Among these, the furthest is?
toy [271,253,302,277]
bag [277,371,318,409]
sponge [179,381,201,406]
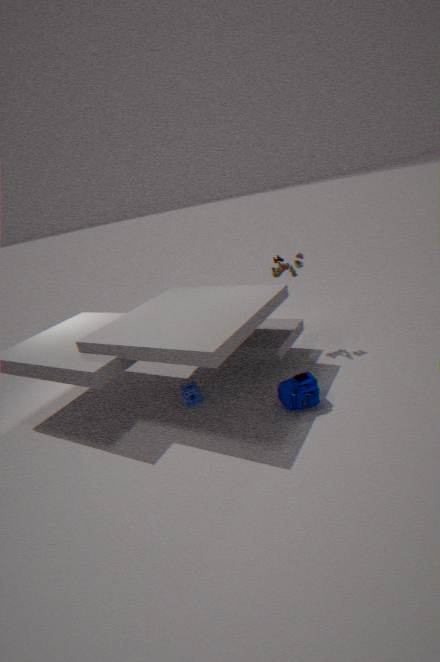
toy [271,253,302,277]
